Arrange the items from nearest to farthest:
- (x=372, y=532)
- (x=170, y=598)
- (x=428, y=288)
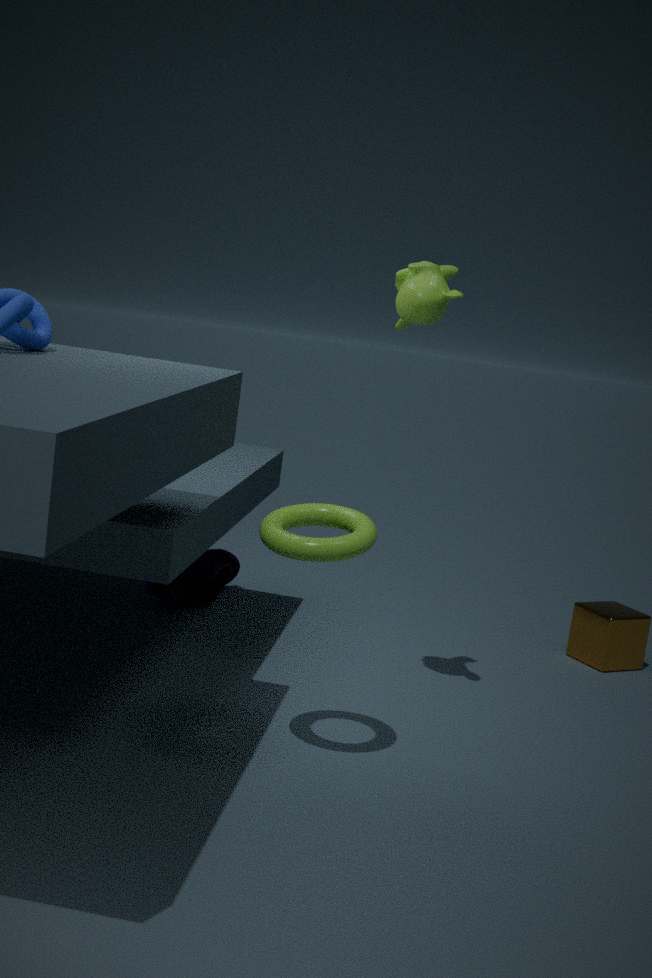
(x=372, y=532) < (x=428, y=288) < (x=170, y=598)
